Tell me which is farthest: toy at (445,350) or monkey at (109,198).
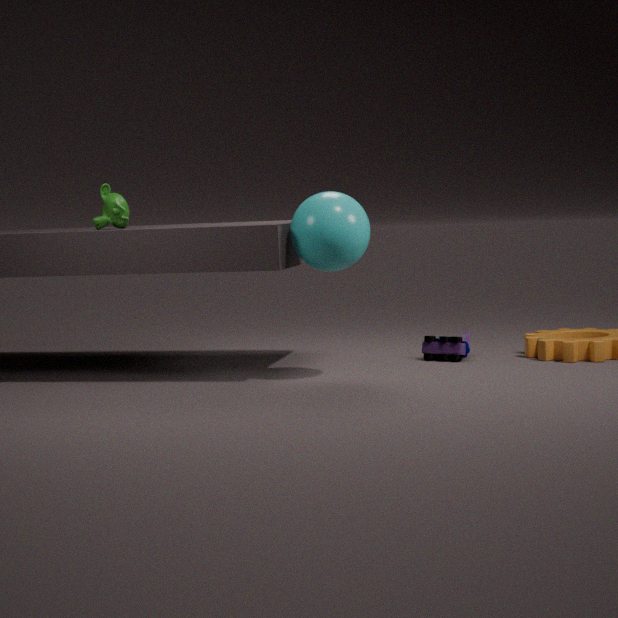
toy at (445,350)
